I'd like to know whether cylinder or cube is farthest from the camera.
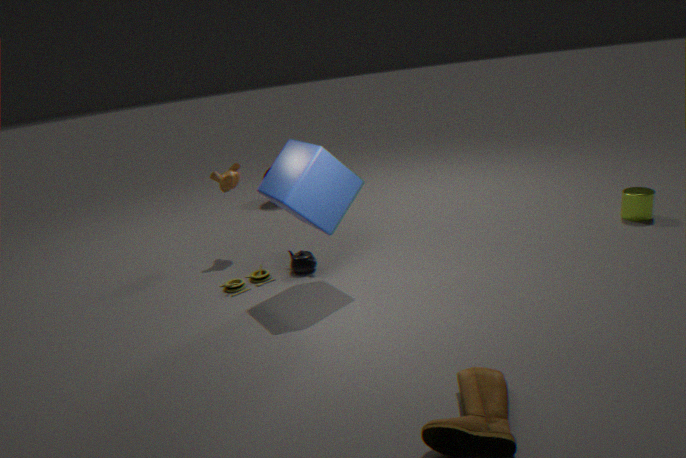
cylinder
